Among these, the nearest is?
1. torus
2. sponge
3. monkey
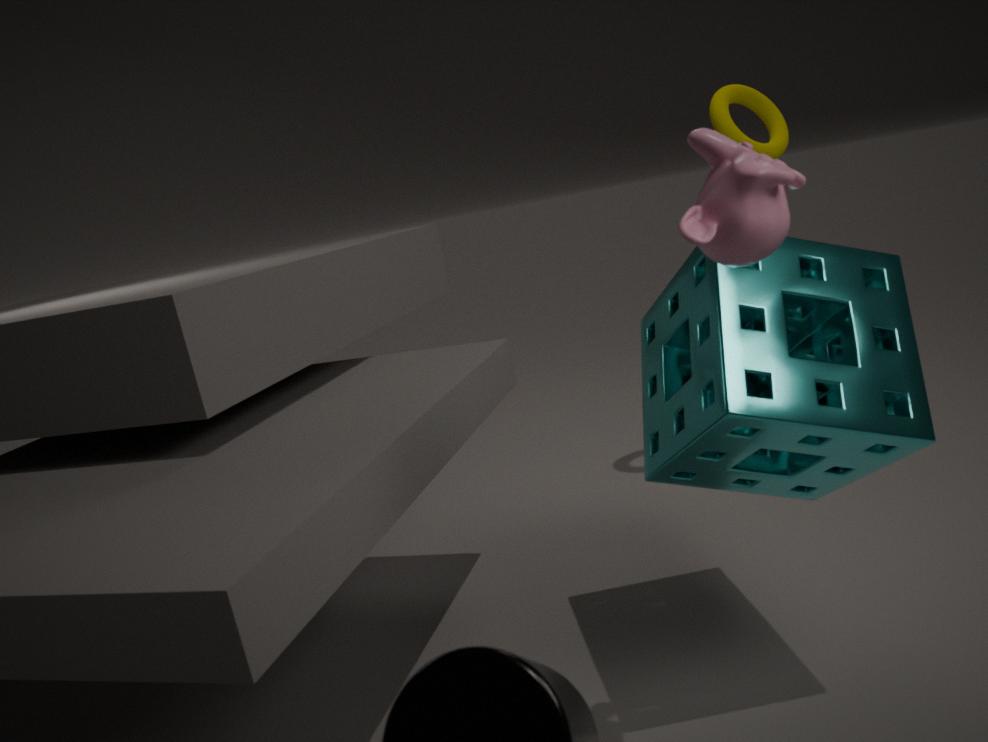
monkey
